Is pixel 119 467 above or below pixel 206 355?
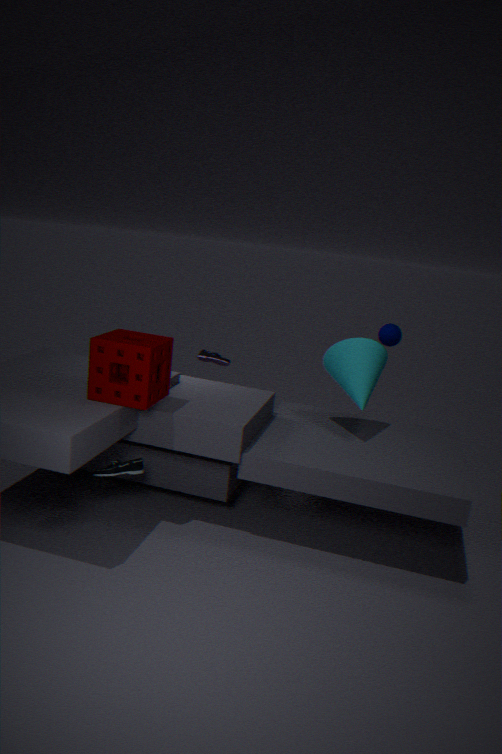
below
